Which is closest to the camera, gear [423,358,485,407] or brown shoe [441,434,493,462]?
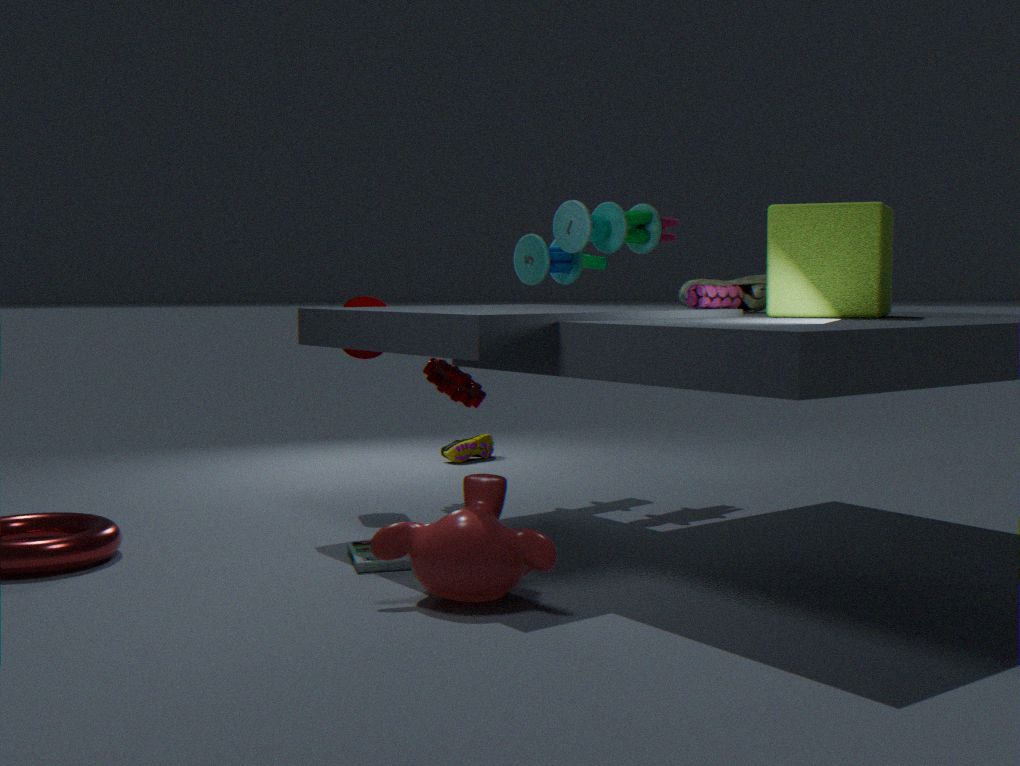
gear [423,358,485,407]
